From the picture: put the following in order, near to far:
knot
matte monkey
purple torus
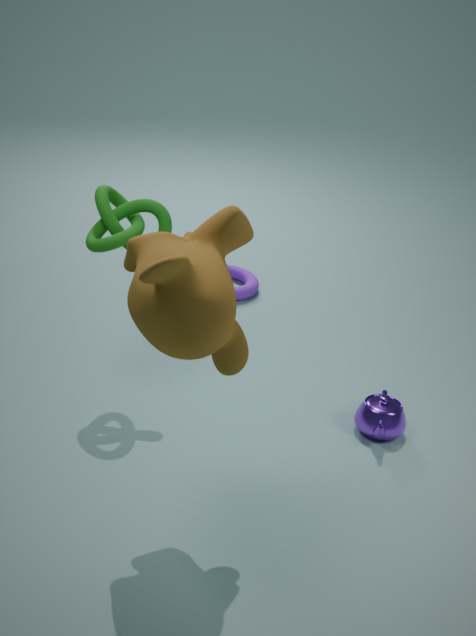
matte monkey
knot
purple torus
